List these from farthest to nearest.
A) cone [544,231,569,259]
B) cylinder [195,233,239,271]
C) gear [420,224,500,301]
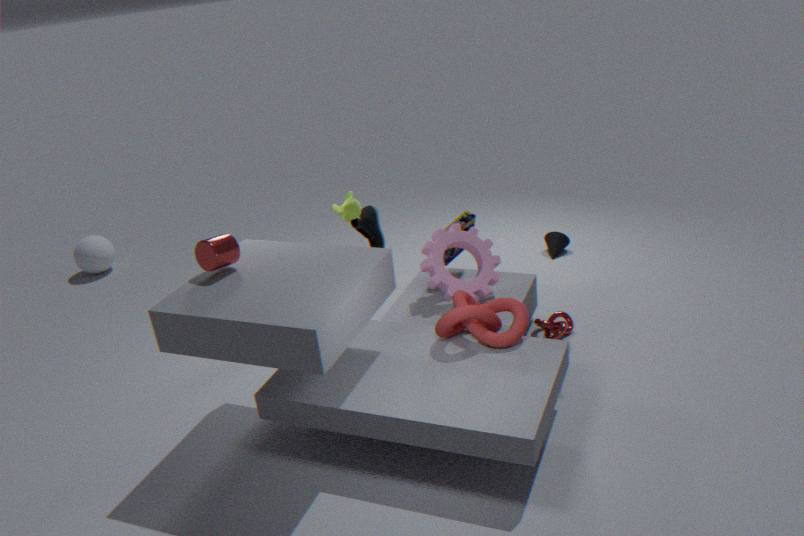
1. cone [544,231,569,259]
2. gear [420,224,500,301]
3. cylinder [195,233,239,271]
